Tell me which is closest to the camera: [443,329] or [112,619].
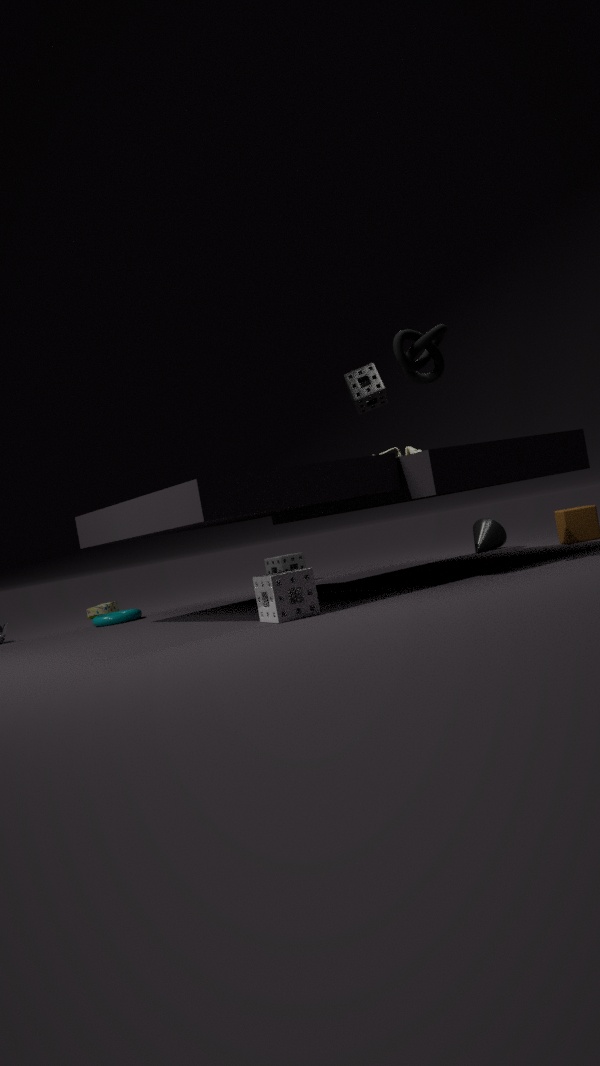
[443,329]
